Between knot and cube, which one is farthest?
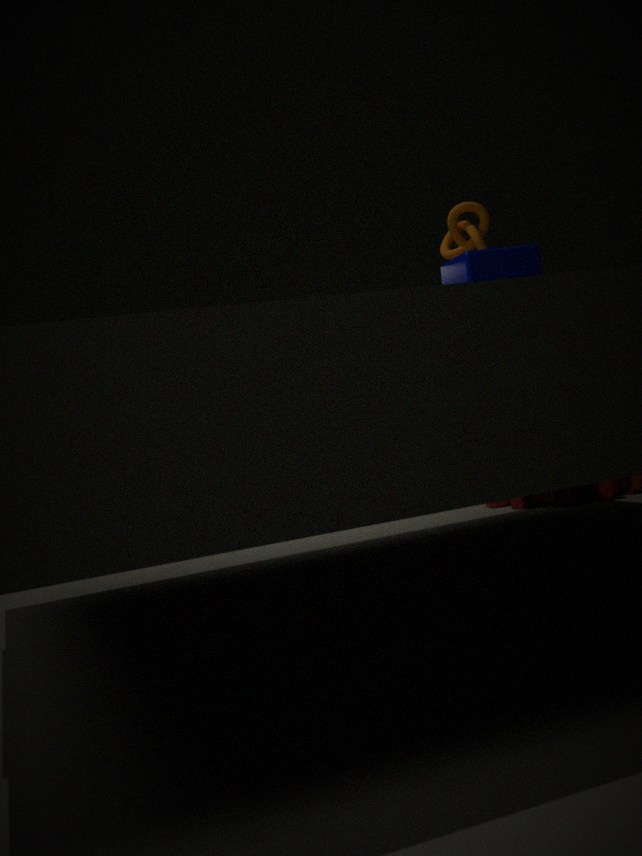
knot
